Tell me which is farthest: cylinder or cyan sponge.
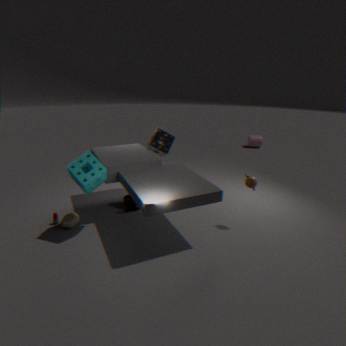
cylinder
